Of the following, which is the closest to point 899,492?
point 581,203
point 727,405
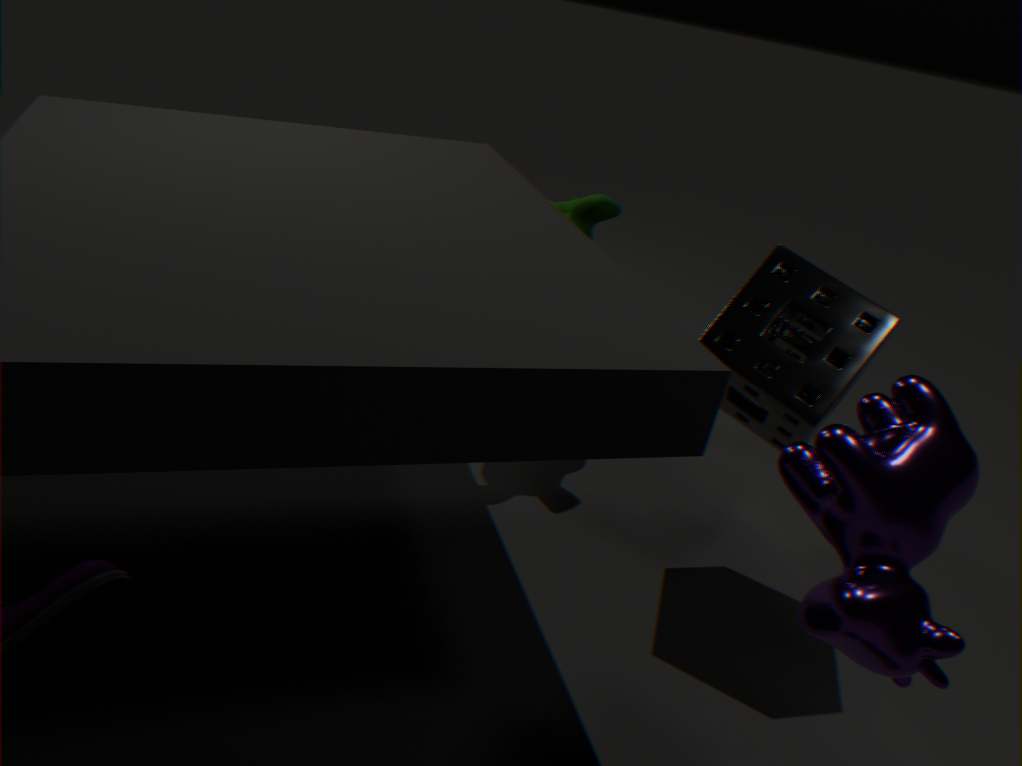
point 727,405
